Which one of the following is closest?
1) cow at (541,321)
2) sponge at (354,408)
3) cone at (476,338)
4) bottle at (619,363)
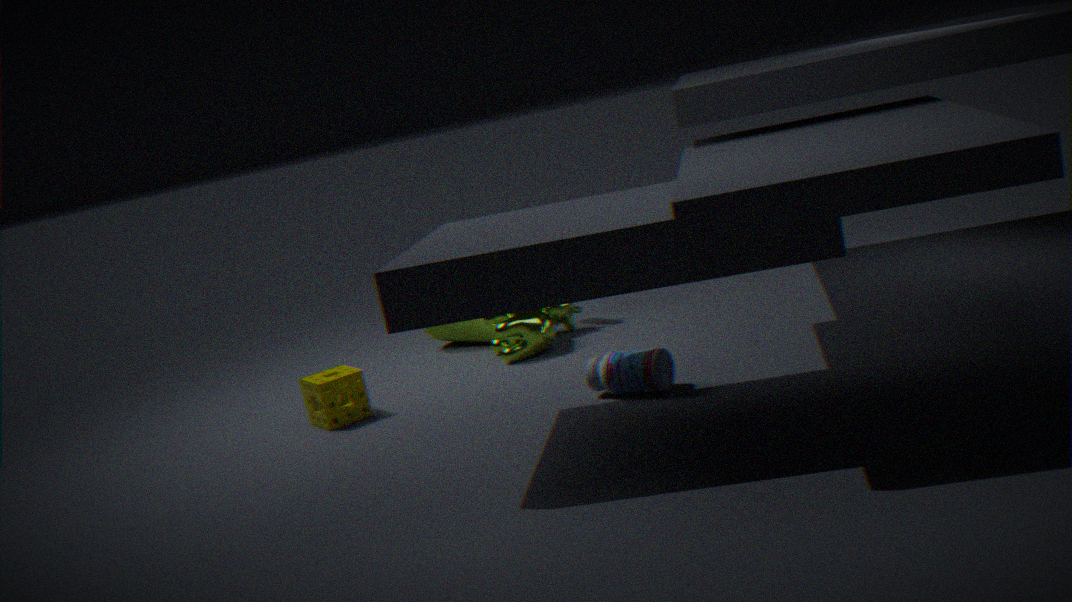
4. bottle at (619,363)
